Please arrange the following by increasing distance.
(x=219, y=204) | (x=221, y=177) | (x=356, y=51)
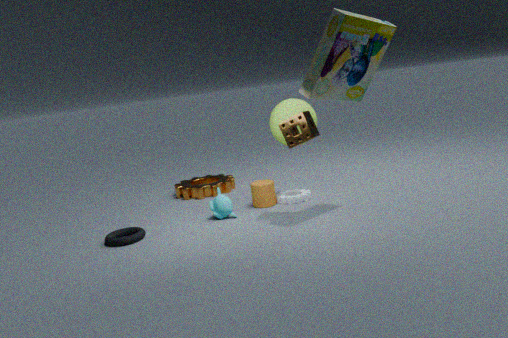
(x=356, y=51) → (x=219, y=204) → (x=221, y=177)
